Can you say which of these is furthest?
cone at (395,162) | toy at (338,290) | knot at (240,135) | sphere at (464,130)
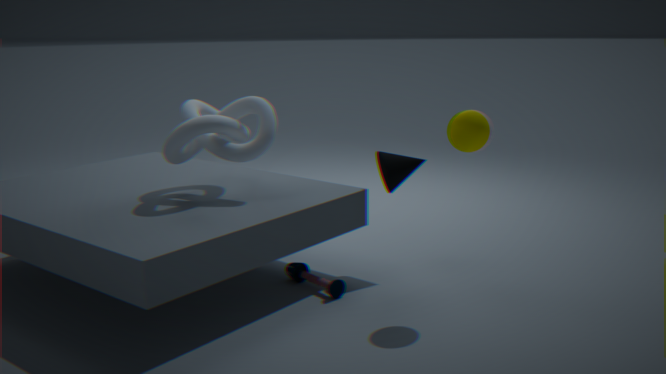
cone at (395,162)
